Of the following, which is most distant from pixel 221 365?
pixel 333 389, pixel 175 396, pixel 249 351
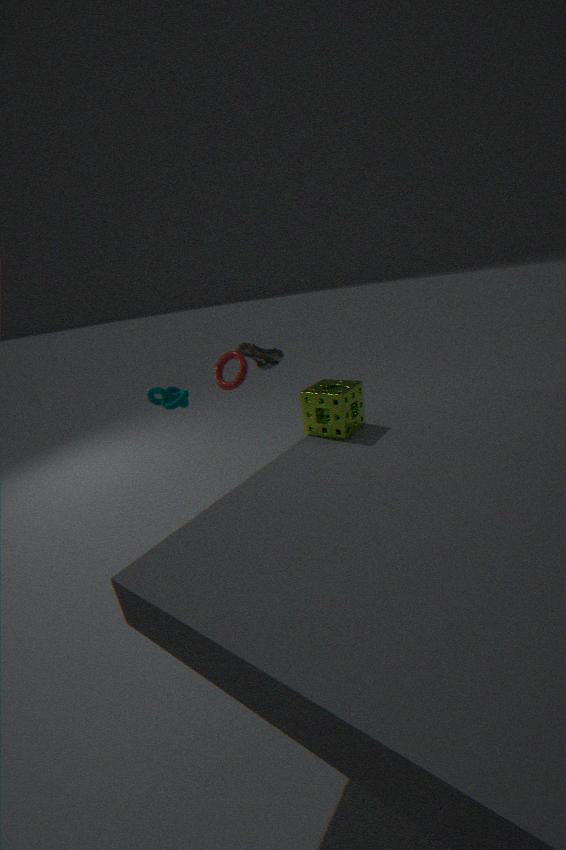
pixel 333 389
